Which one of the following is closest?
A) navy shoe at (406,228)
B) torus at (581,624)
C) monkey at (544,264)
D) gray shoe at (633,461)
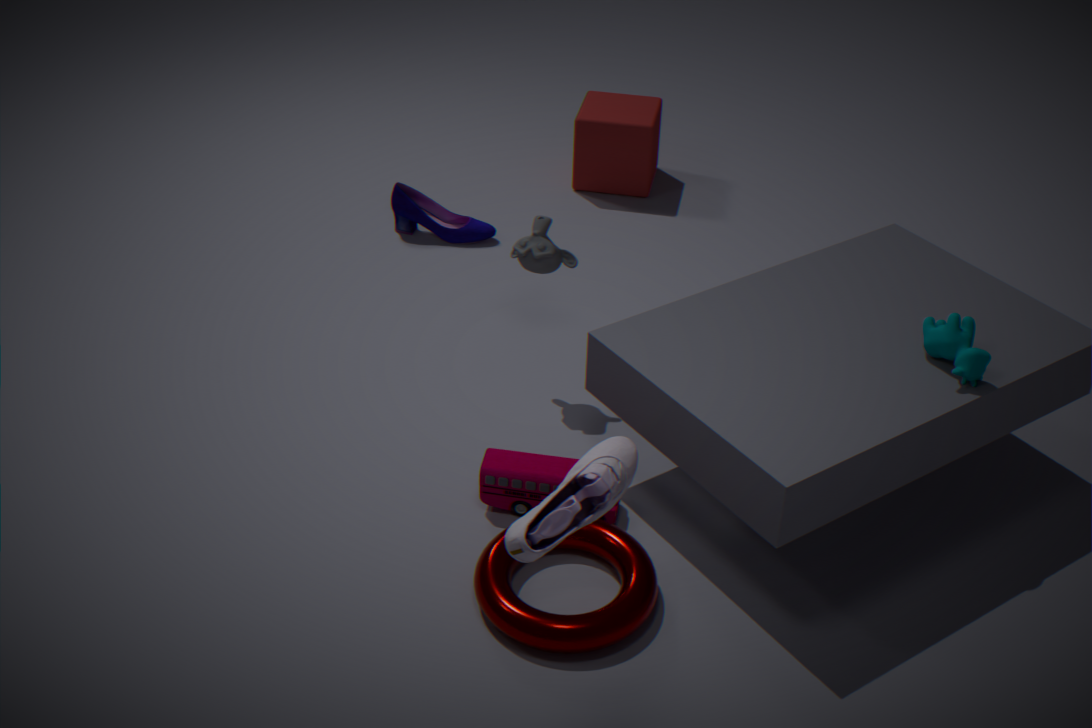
gray shoe at (633,461)
